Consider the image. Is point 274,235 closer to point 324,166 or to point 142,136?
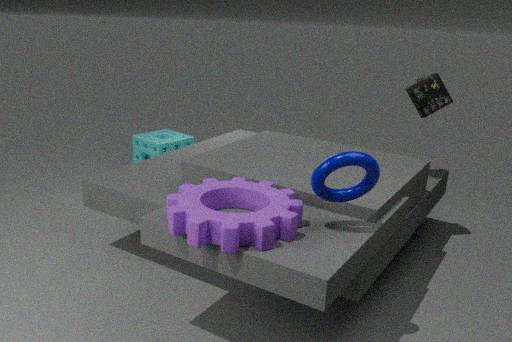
point 324,166
